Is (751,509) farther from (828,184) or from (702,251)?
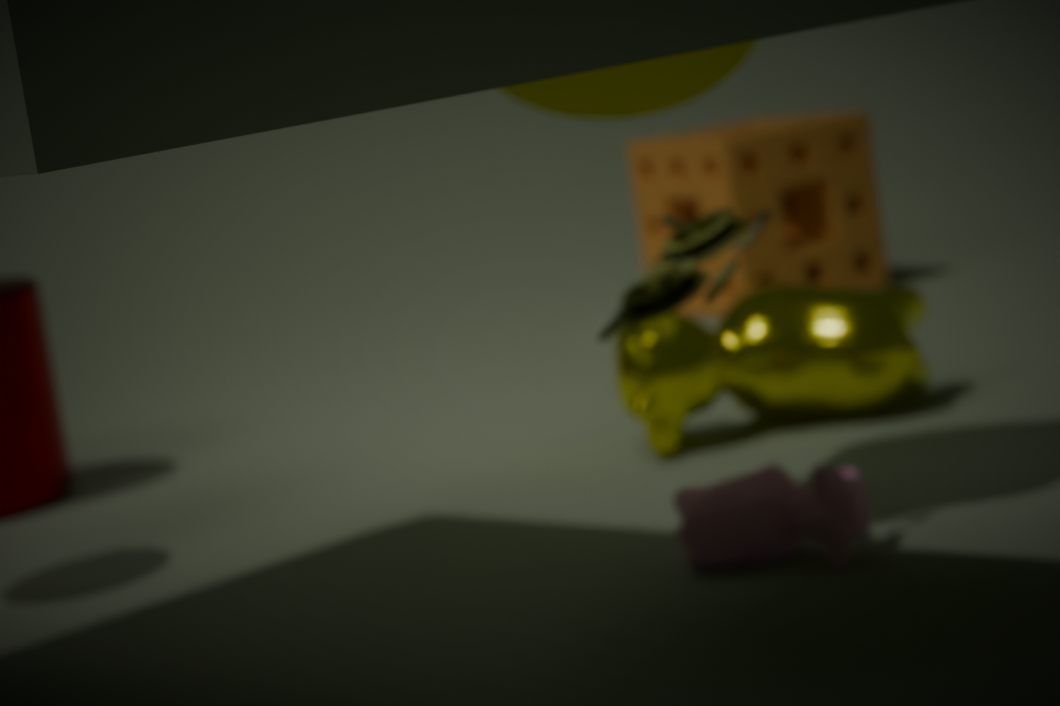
(828,184)
